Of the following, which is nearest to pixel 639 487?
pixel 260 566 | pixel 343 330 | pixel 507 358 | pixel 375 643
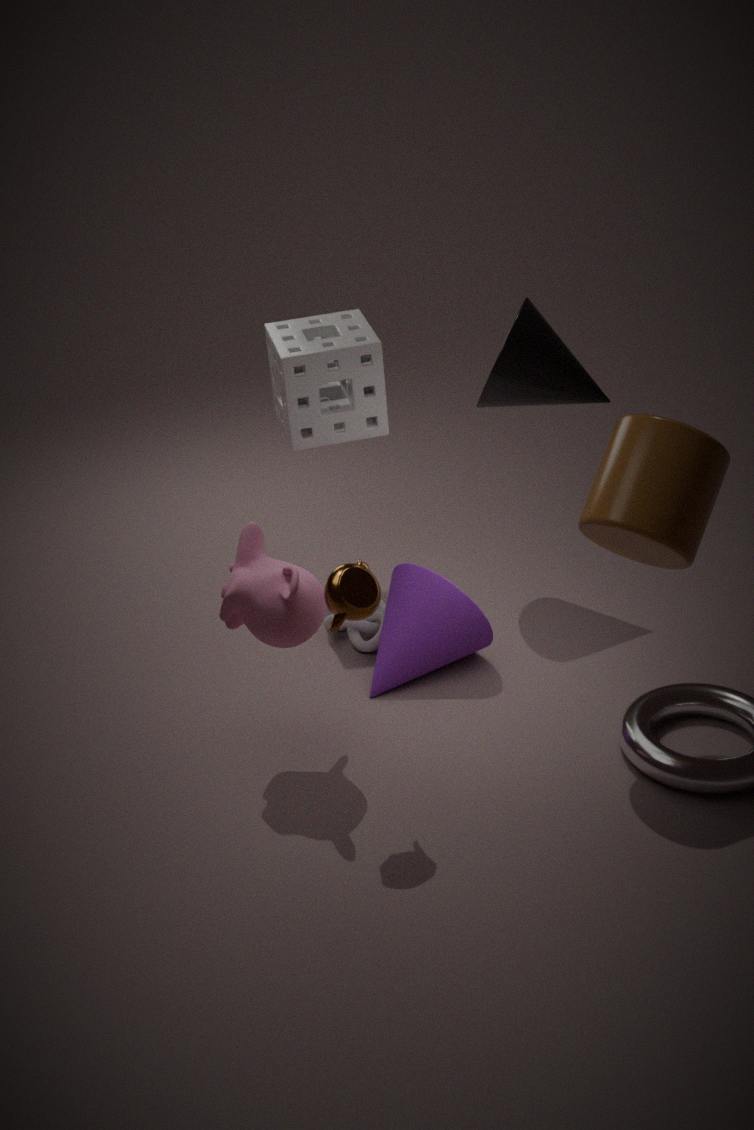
pixel 507 358
